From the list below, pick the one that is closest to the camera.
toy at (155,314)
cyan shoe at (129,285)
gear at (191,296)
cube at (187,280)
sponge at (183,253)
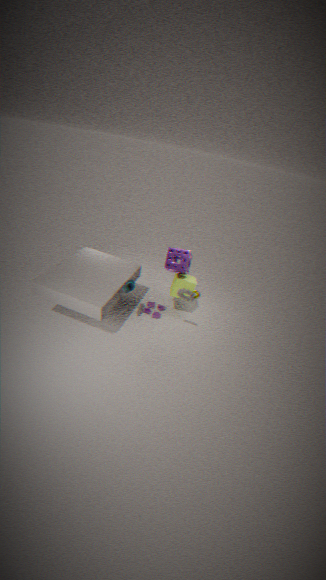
gear at (191,296)
